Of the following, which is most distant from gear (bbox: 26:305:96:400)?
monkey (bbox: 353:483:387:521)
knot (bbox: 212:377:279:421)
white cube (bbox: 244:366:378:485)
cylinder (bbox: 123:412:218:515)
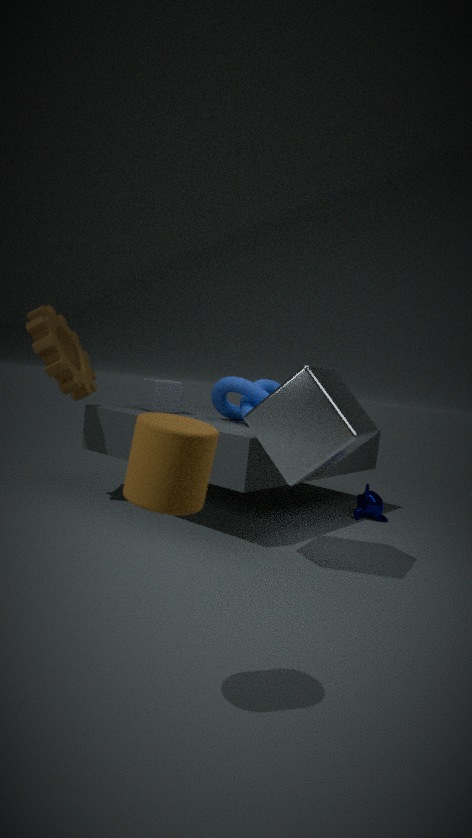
cylinder (bbox: 123:412:218:515)
